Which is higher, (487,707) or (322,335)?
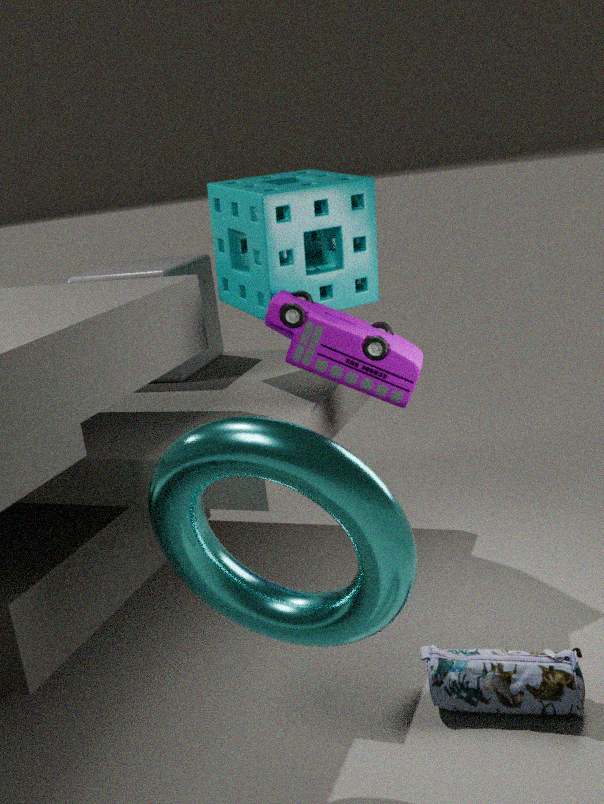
(322,335)
